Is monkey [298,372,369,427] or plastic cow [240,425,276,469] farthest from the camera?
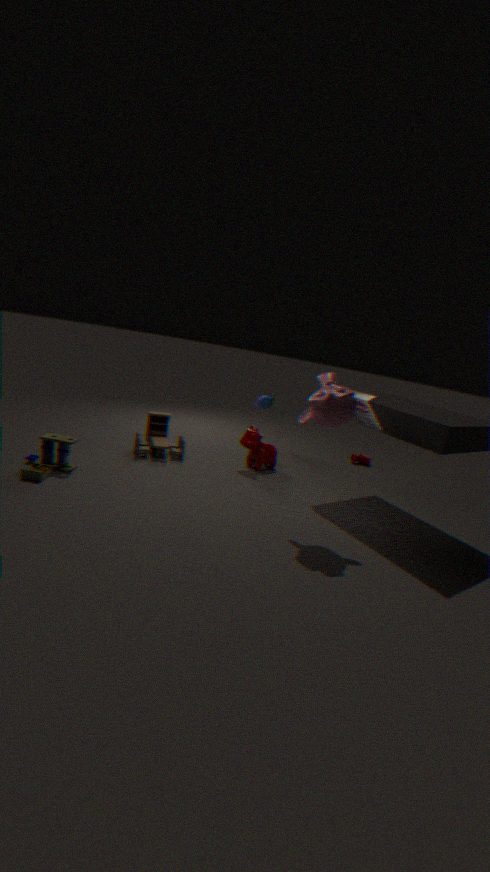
plastic cow [240,425,276,469]
